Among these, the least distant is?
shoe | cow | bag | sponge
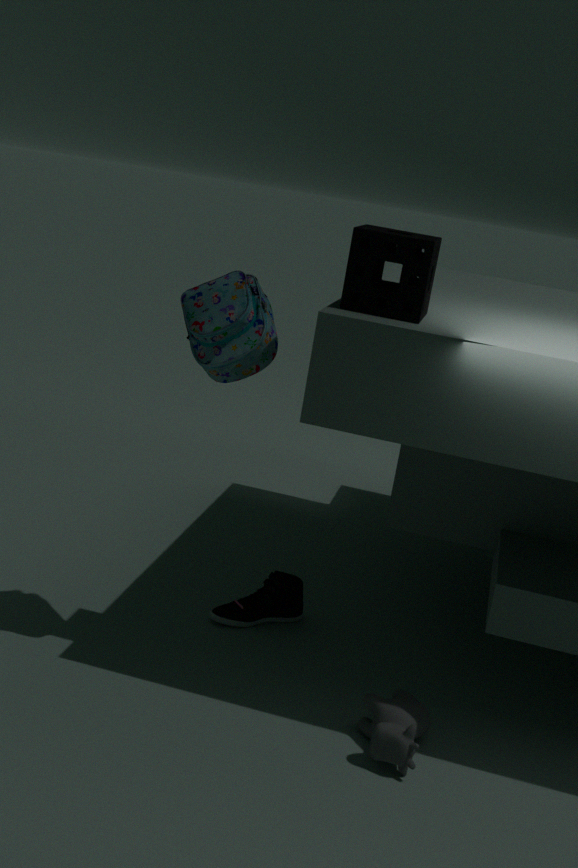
sponge
